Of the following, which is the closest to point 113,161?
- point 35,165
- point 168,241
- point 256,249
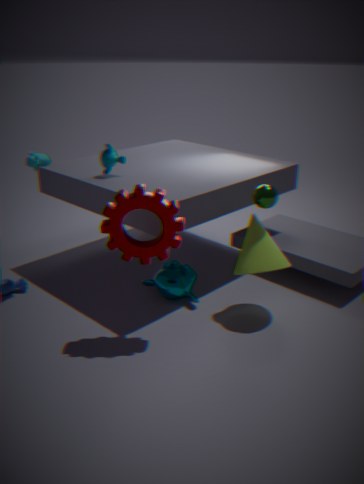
point 35,165
